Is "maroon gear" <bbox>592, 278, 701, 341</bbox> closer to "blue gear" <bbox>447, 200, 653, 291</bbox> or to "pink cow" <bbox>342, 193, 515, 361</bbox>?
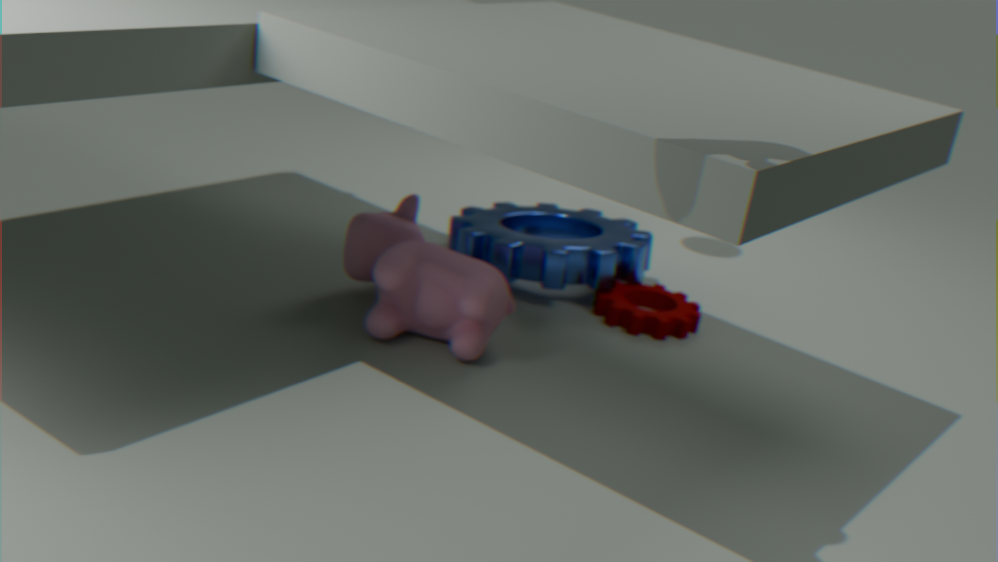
"blue gear" <bbox>447, 200, 653, 291</bbox>
